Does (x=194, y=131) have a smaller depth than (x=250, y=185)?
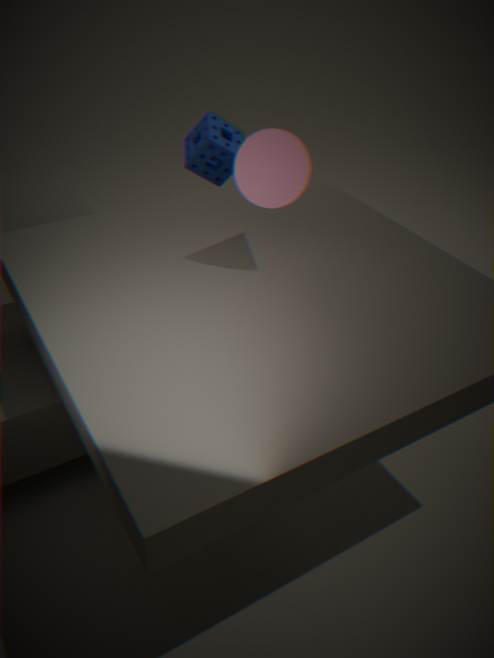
No
